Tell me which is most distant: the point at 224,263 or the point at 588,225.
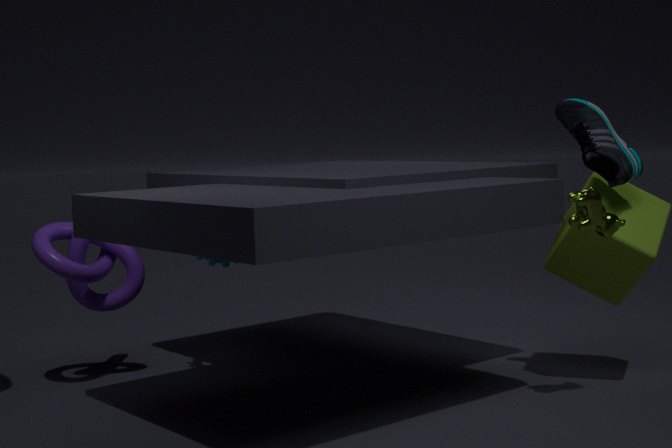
the point at 224,263
